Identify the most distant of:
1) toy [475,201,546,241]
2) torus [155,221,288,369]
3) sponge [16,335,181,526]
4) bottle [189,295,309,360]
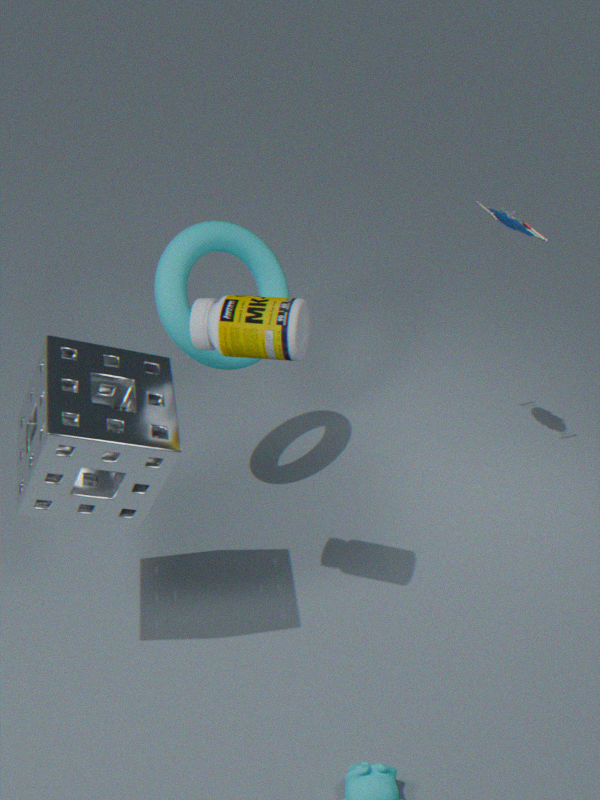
1. toy [475,201,546,241]
